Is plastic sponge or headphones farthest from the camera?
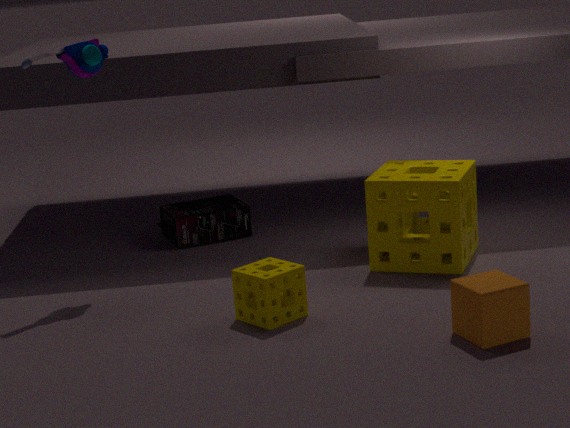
headphones
